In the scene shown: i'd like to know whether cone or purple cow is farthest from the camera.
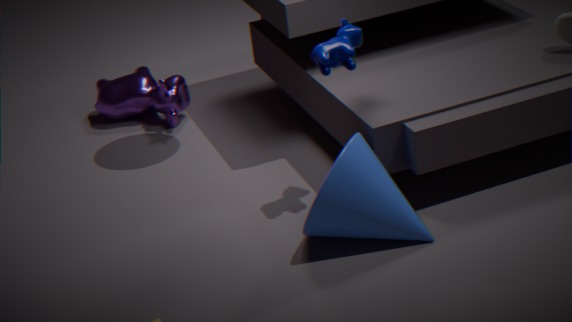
purple cow
